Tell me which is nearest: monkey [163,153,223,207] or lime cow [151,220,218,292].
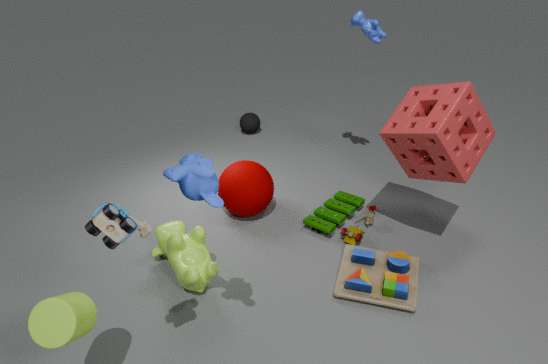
monkey [163,153,223,207]
